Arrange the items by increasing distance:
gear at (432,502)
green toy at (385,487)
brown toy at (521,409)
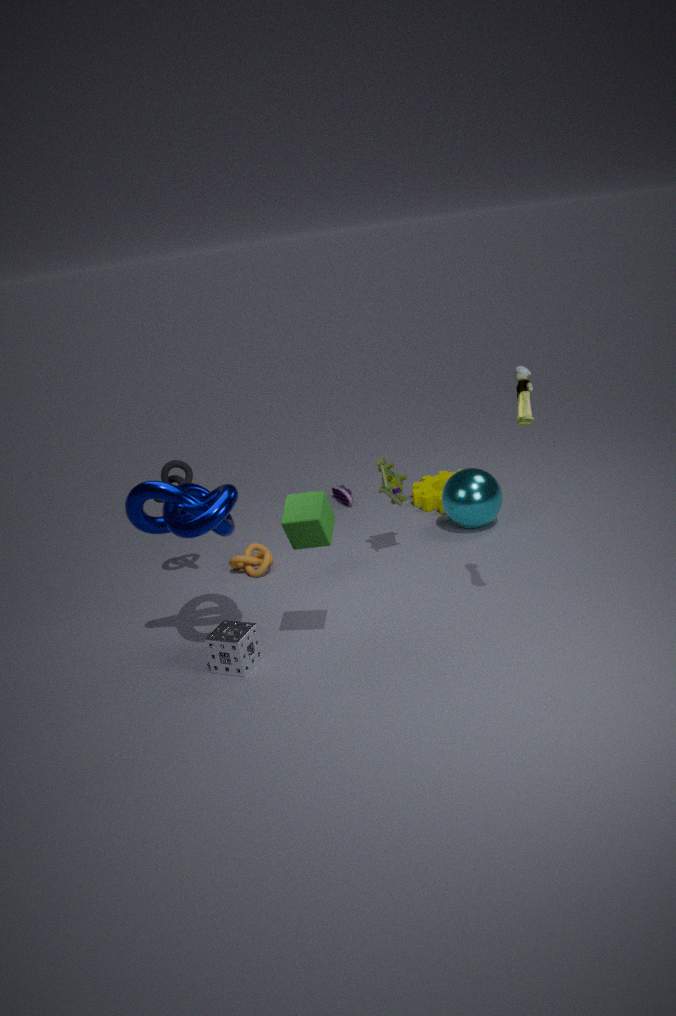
brown toy at (521,409) → green toy at (385,487) → gear at (432,502)
